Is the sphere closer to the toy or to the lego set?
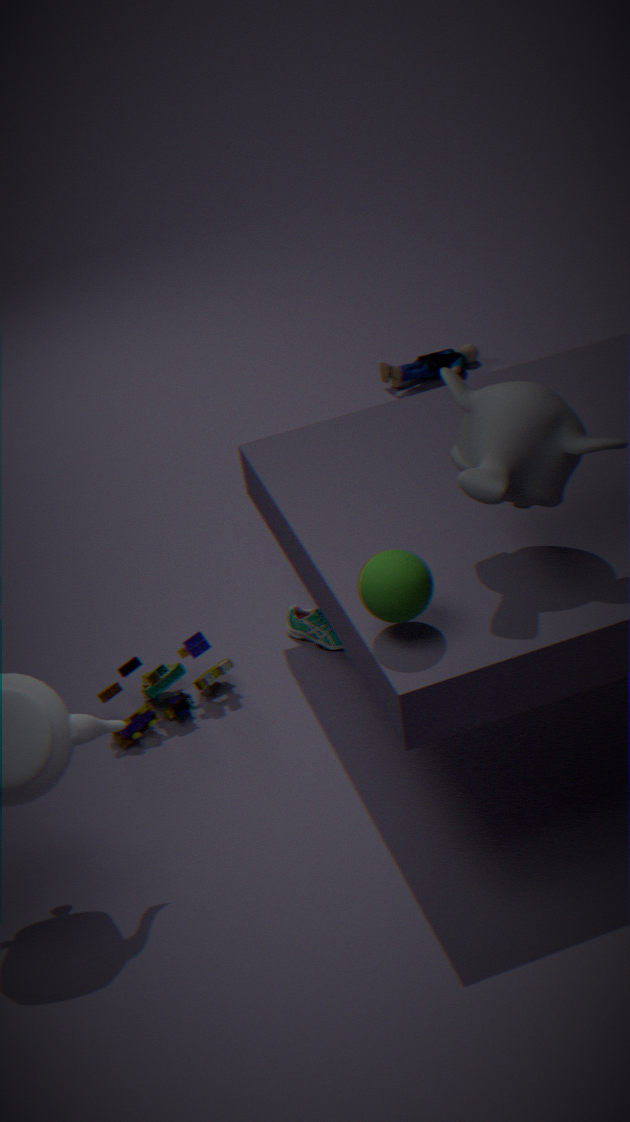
the lego set
